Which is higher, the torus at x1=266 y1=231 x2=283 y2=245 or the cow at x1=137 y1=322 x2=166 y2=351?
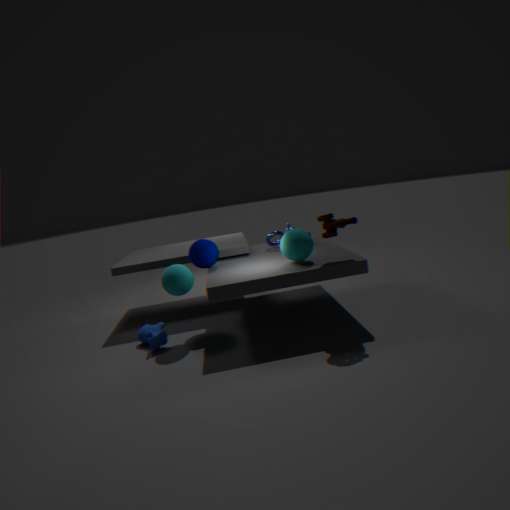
the torus at x1=266 y1=231 x2=283 y2=245
